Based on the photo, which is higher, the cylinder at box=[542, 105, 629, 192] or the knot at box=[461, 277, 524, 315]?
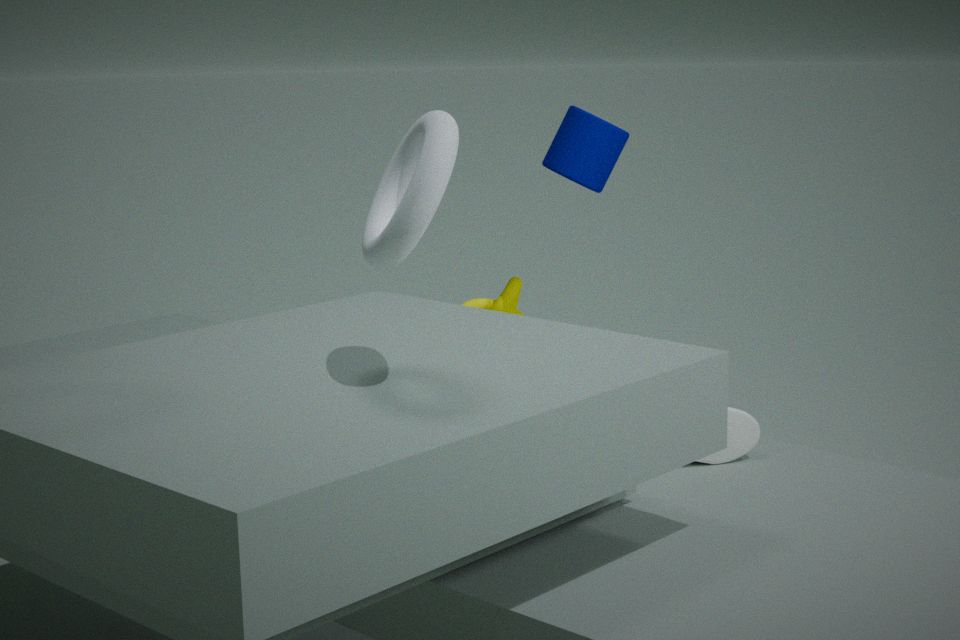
the cylinder at box=[542, 105, 629, 192]
